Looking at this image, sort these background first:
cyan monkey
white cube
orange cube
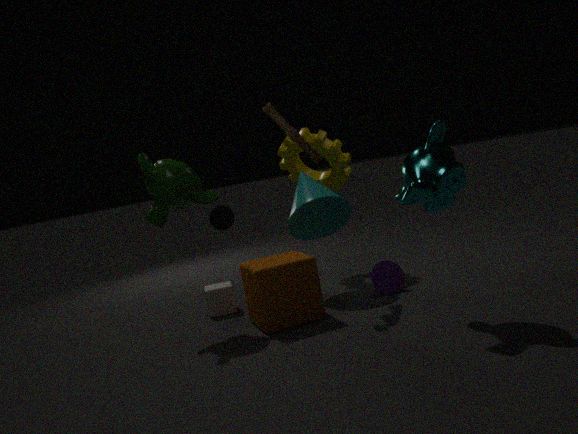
white cube
orange cube
cyan monkey
